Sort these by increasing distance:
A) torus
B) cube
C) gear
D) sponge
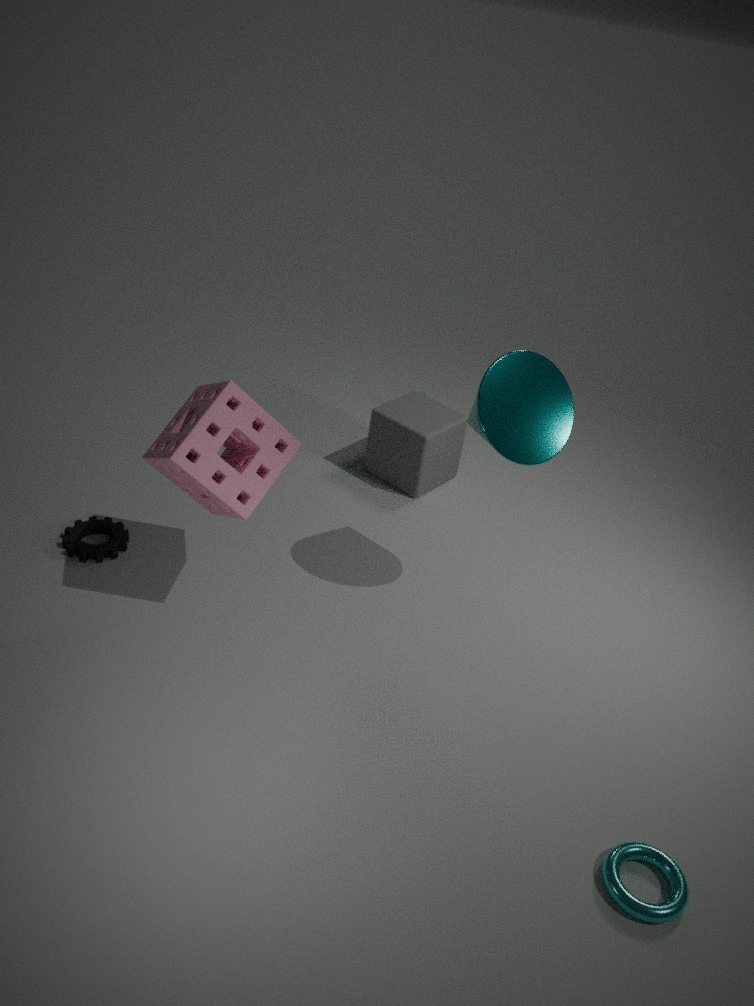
torus
sponge
gear
cube
